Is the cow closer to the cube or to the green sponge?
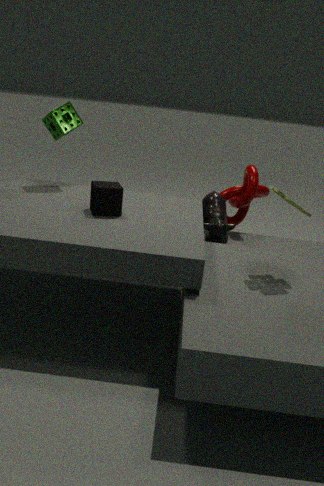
the cube
